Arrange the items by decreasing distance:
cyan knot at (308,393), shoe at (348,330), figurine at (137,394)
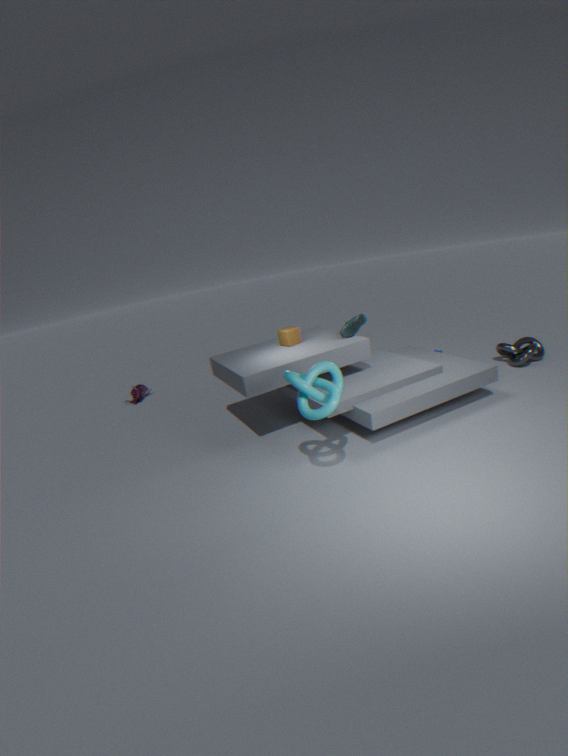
1. figurine at (137,394)
2. shoe at (348,330)
3. cyan knot at (308,393)
